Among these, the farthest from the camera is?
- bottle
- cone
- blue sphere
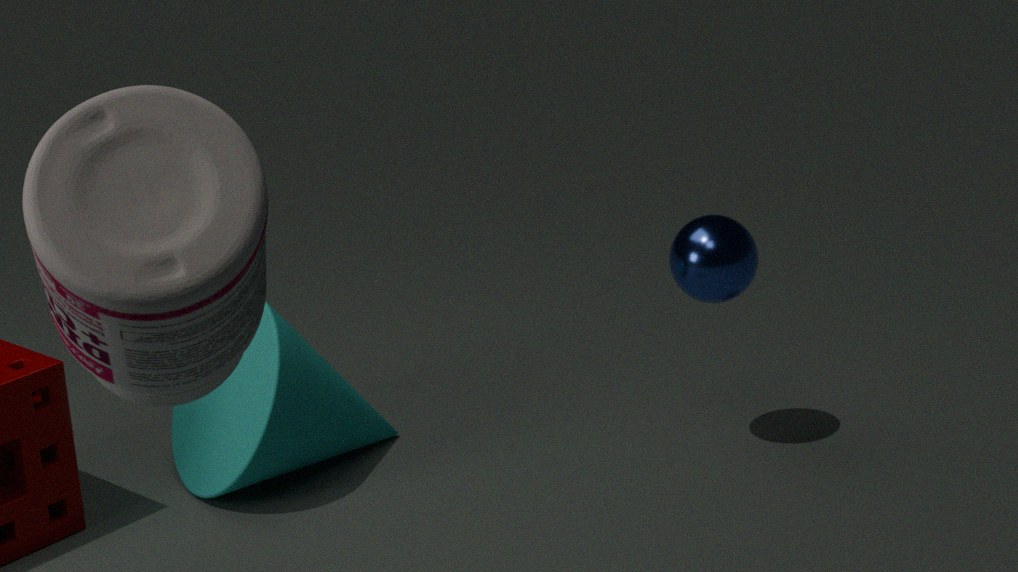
blue sphere
